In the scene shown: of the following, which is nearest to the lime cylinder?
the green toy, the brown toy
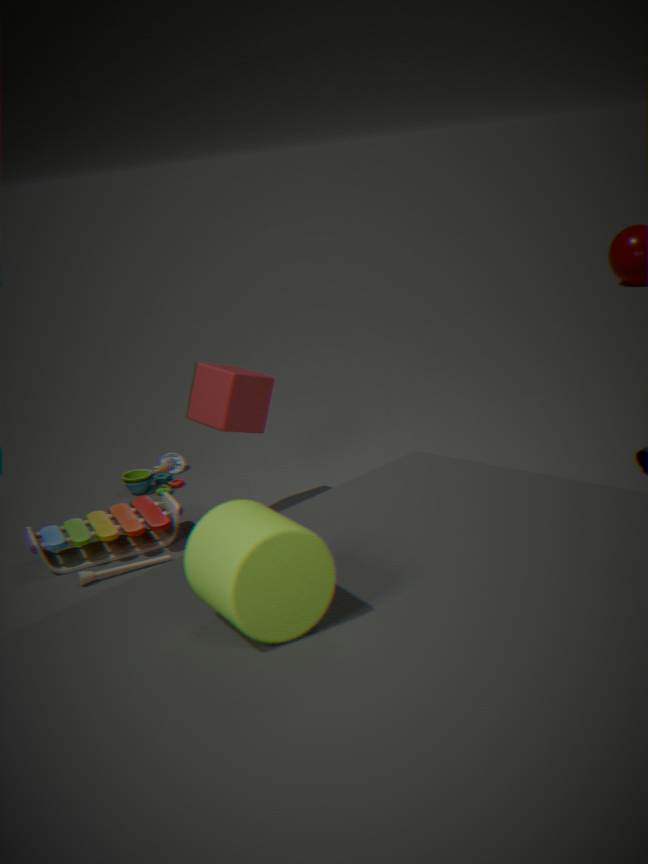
the brown toy
